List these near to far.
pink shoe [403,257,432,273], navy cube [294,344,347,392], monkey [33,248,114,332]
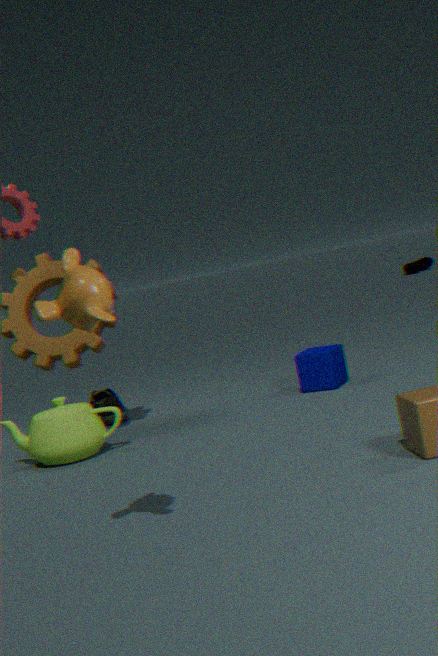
monkey [33,248,114,332], navy cube [294,344,347,392], pink shoe [403,257,432,273]
